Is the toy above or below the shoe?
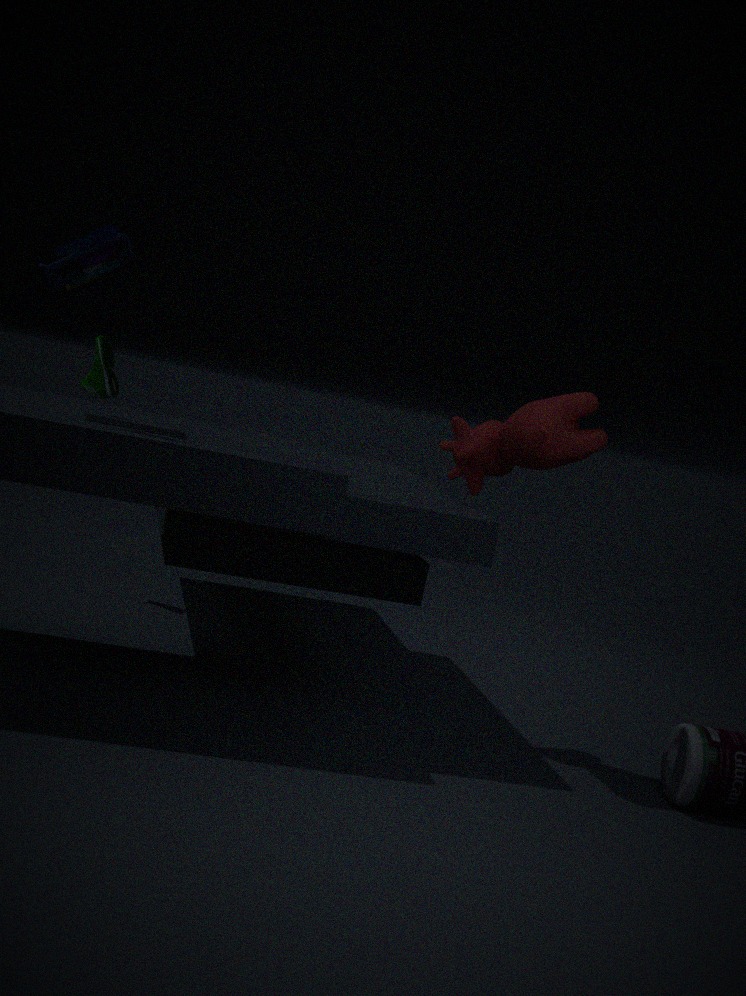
above
